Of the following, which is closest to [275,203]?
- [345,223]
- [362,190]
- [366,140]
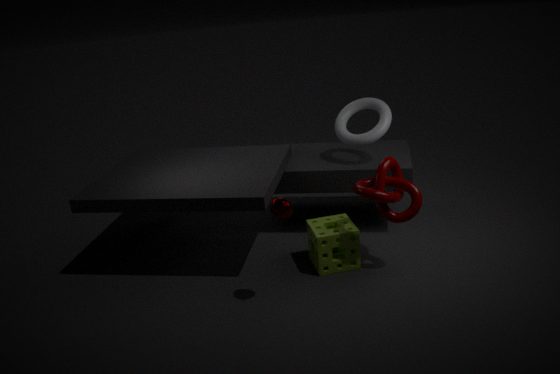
[345,223]
